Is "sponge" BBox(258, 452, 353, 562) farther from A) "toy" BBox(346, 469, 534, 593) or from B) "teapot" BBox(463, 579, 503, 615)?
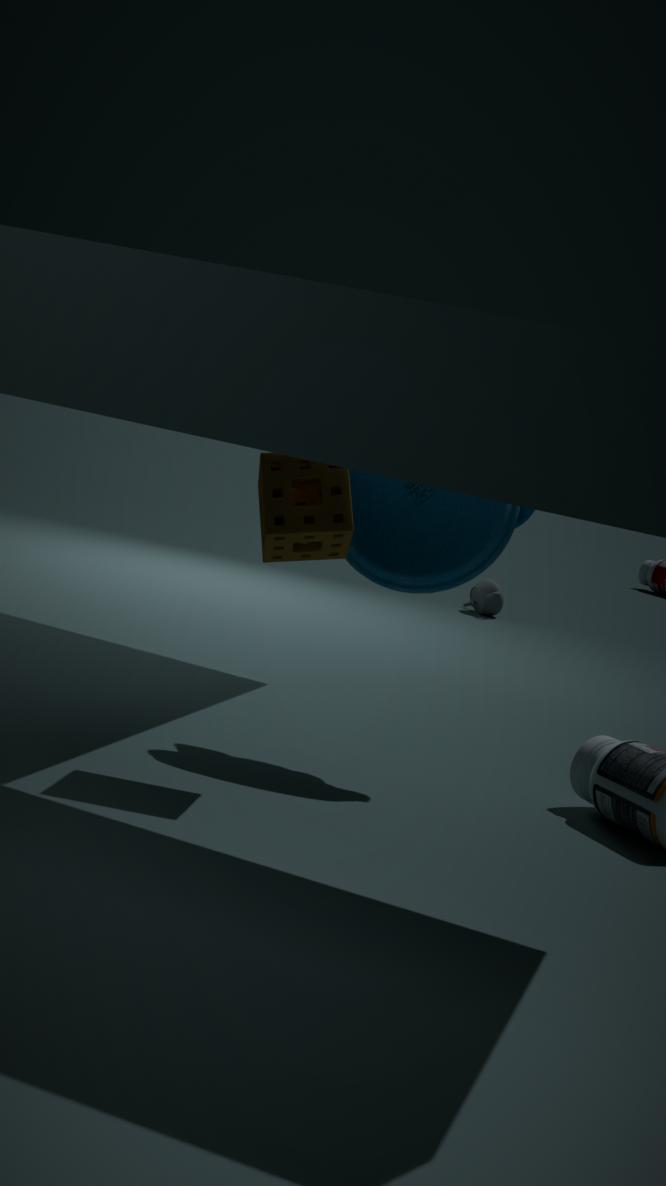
B) "teapot" BBox(463, 579, 503, 615)
